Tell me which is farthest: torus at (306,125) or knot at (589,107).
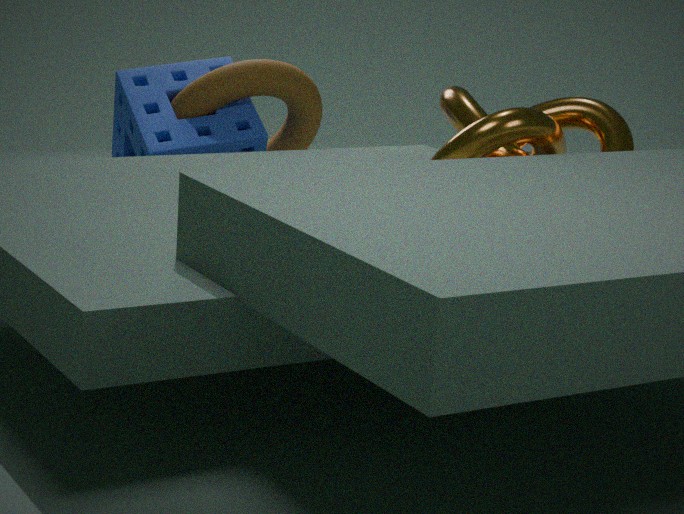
torus at (306,125)
